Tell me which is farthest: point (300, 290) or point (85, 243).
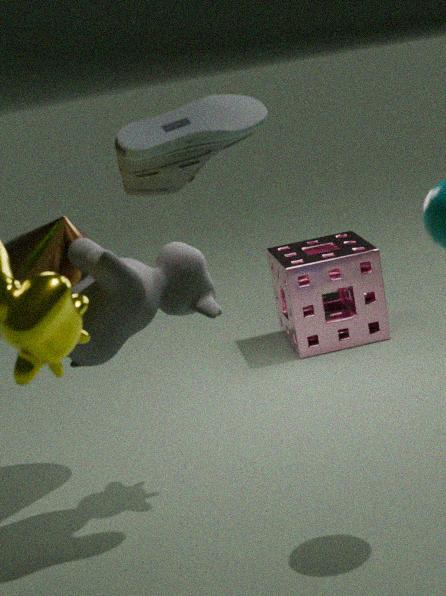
Result: point (300, 290)
